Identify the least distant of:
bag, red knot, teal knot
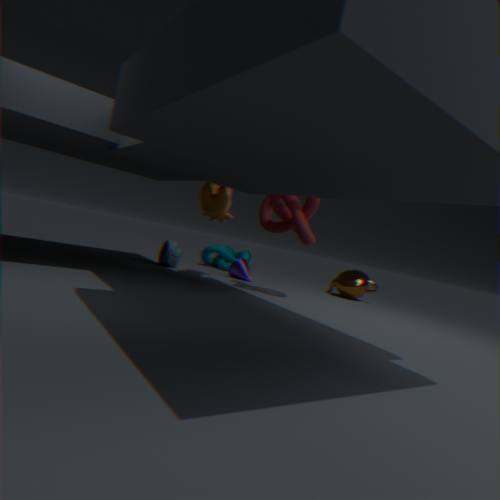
red knot
